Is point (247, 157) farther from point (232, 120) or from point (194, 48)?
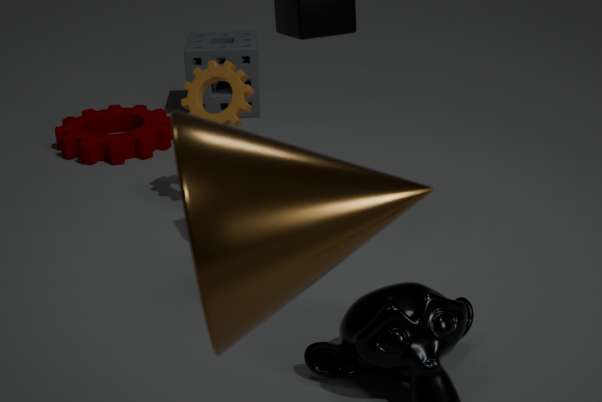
point (194, 48)
